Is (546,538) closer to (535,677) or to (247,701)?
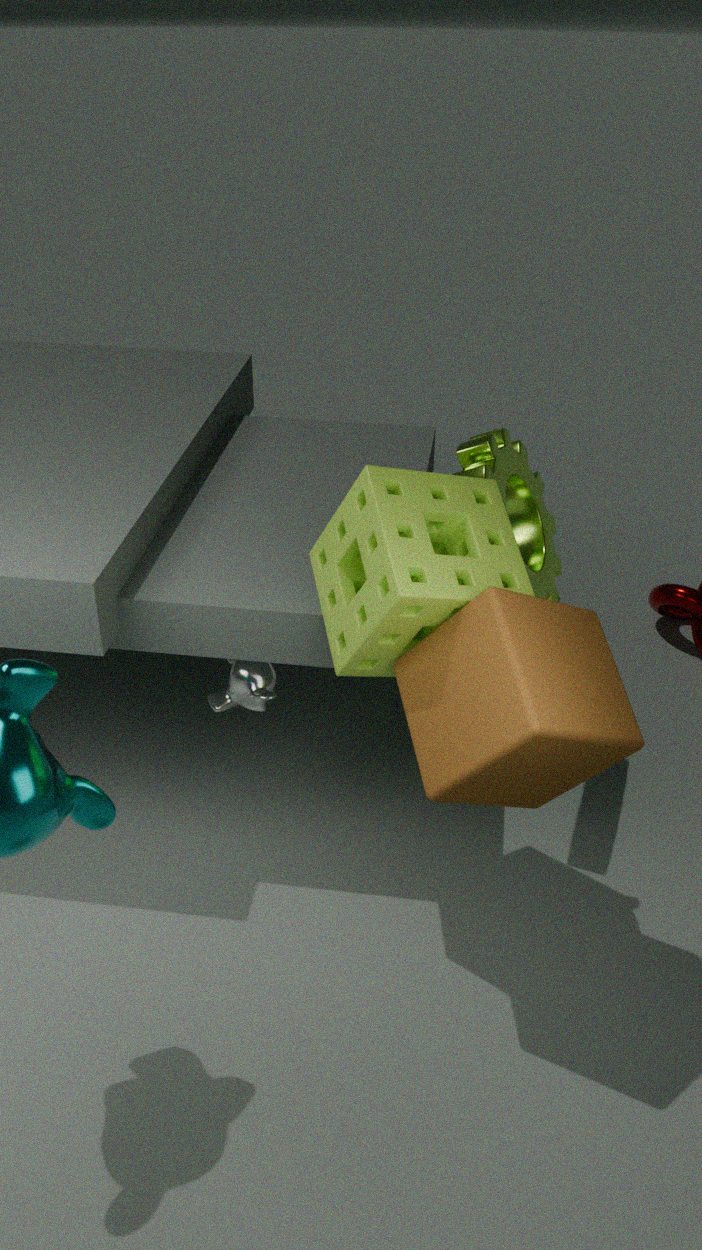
(535,677)
